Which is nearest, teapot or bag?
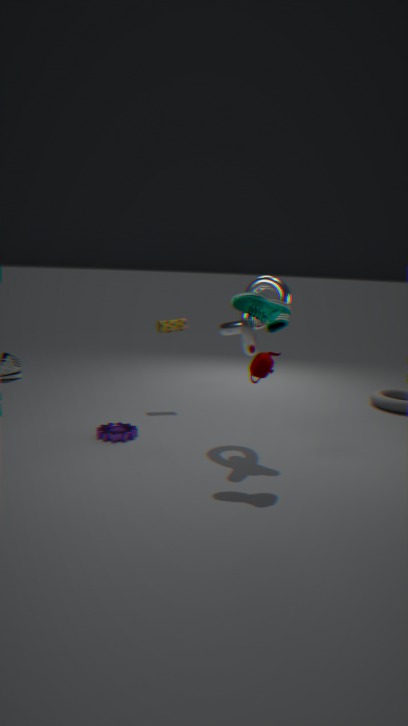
teapot
